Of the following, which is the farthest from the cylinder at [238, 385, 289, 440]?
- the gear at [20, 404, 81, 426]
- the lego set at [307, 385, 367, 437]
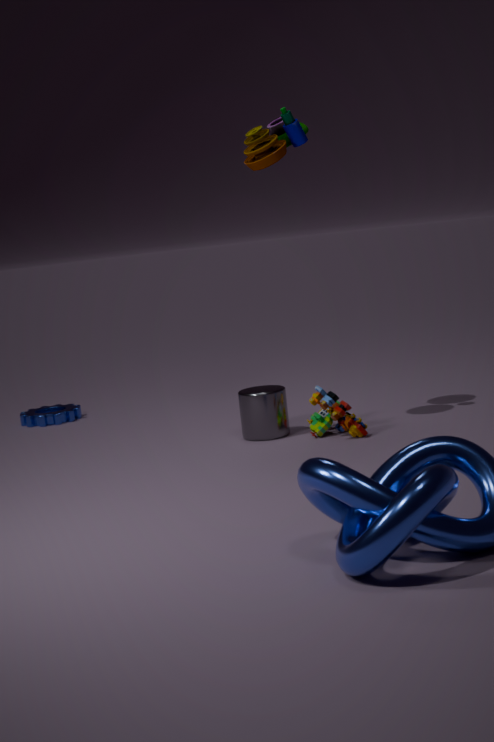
the gear at [20, 404, 81, 426]
